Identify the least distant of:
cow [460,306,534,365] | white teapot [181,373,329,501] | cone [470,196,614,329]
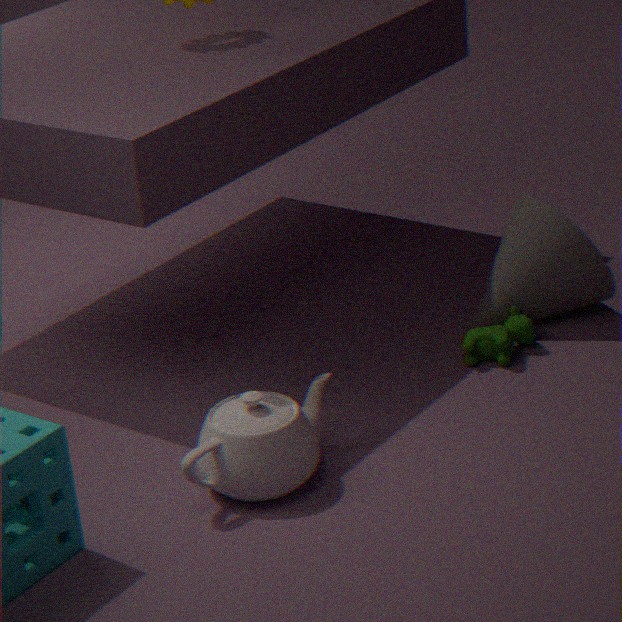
white teapot [181,373,329,501]
